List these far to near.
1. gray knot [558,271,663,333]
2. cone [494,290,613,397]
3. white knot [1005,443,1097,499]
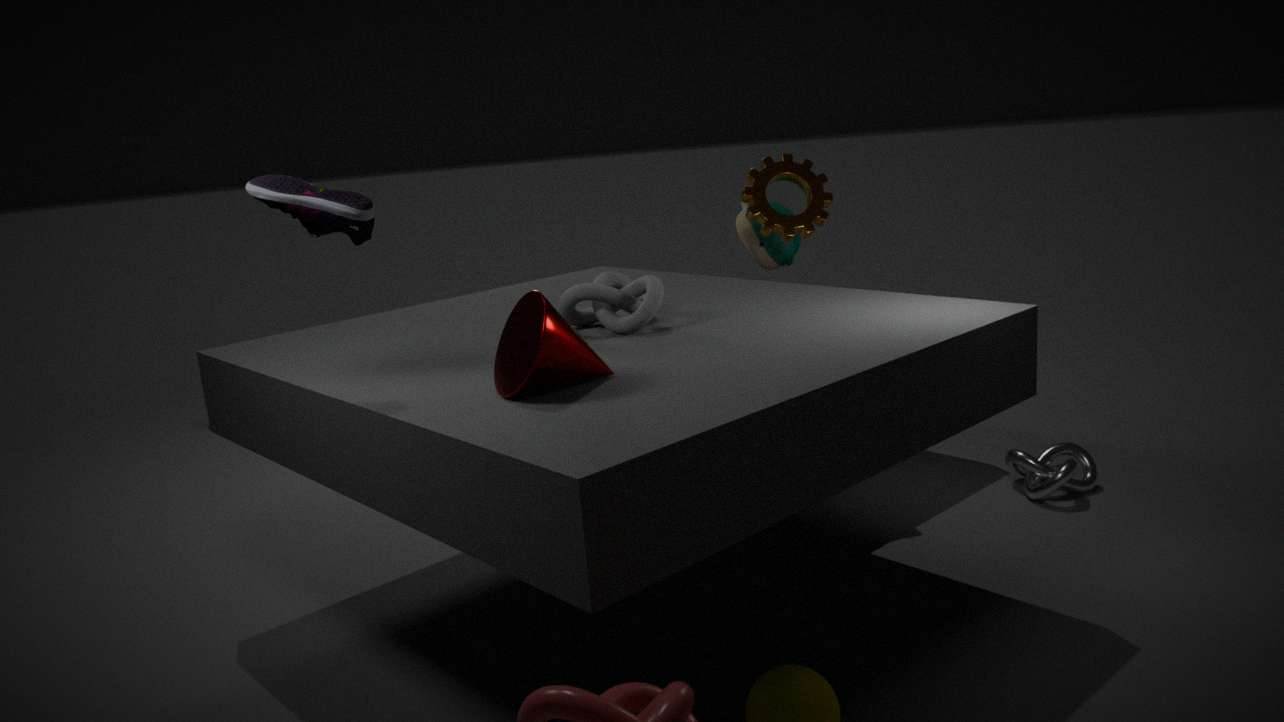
white knot [1005,443,1097,499] < gray knot [558,271,663,333] < cone [494,290,613,397]
